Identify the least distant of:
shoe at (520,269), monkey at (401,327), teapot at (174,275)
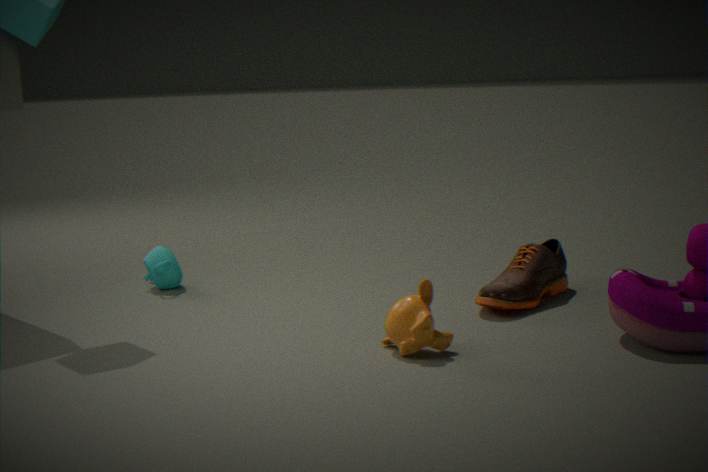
monkey at (401,327)
